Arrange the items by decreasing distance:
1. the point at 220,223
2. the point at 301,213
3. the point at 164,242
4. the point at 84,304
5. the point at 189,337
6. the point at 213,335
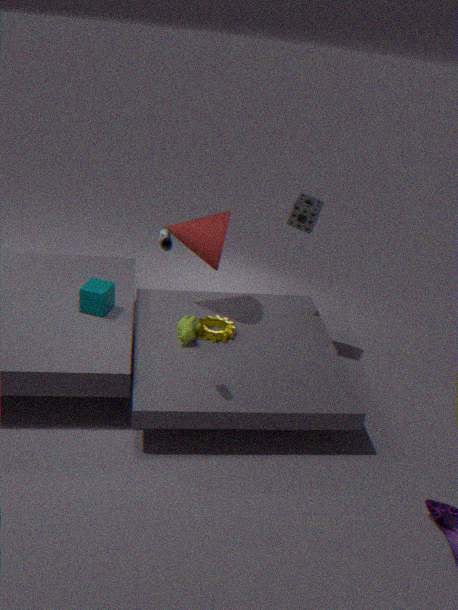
the point at 301,213
the point at 220,223
the point at 213,335
the point at 84,304
the point at 189,337
the point at 164,242
